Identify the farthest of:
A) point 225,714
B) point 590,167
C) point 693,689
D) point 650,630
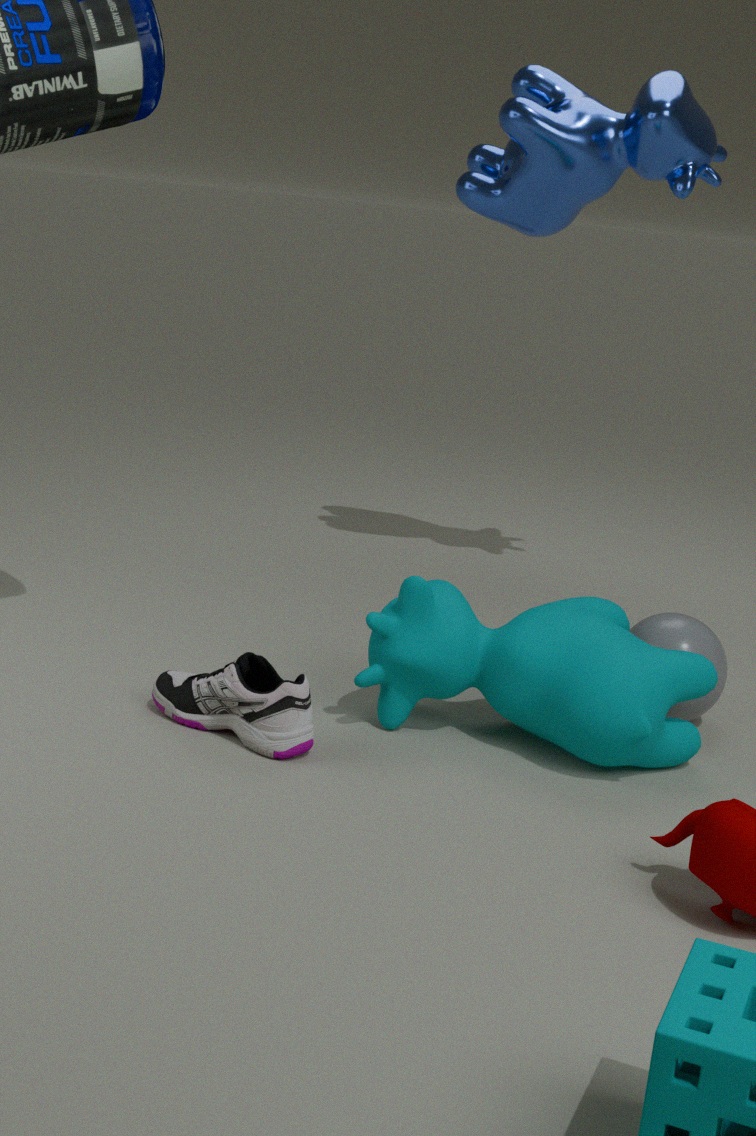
point 590,167
